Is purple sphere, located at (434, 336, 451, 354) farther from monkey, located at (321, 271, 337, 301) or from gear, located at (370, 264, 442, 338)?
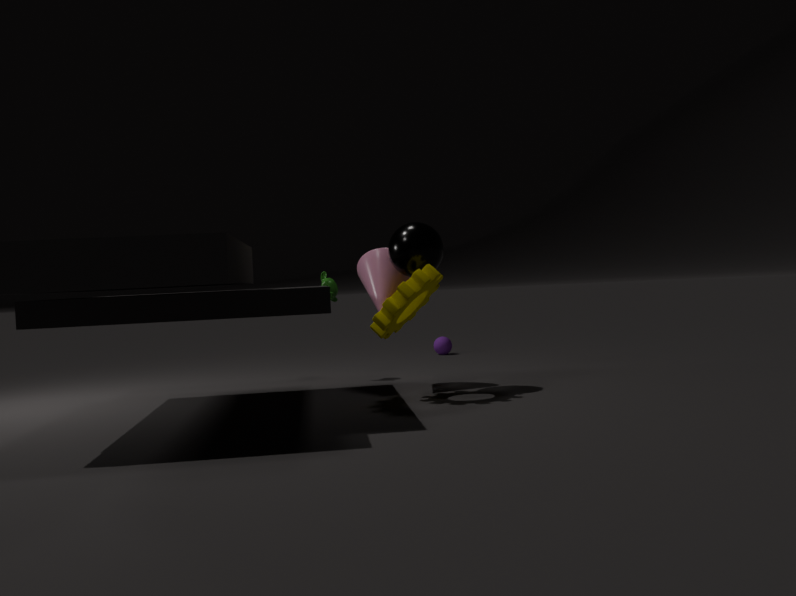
gear, located at (370, 264, 442, 338)
